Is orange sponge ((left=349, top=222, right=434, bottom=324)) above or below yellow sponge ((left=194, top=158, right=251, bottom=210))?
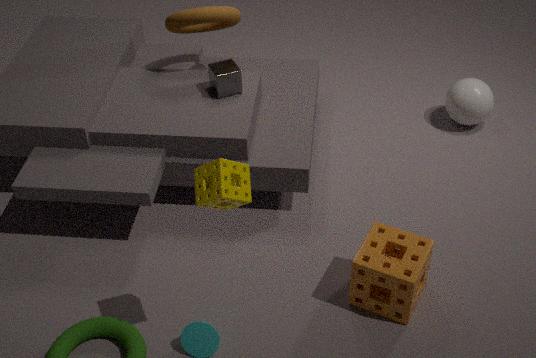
below
